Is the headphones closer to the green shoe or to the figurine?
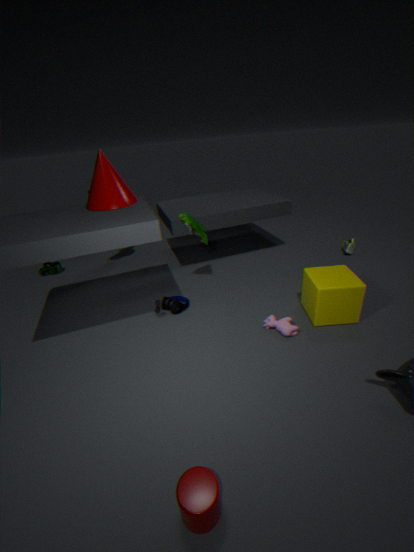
the figurine
